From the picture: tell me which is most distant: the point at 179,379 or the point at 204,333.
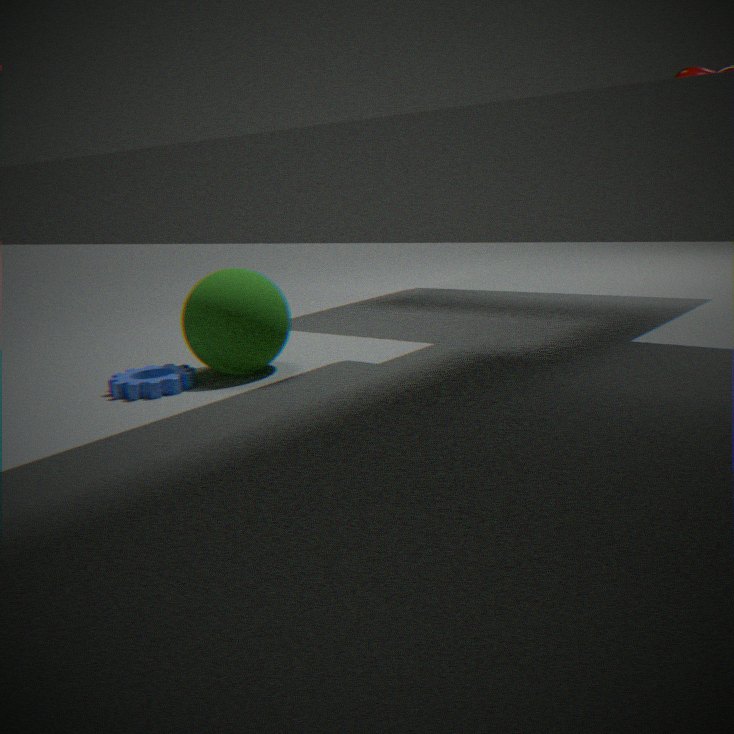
the point at 204,333
